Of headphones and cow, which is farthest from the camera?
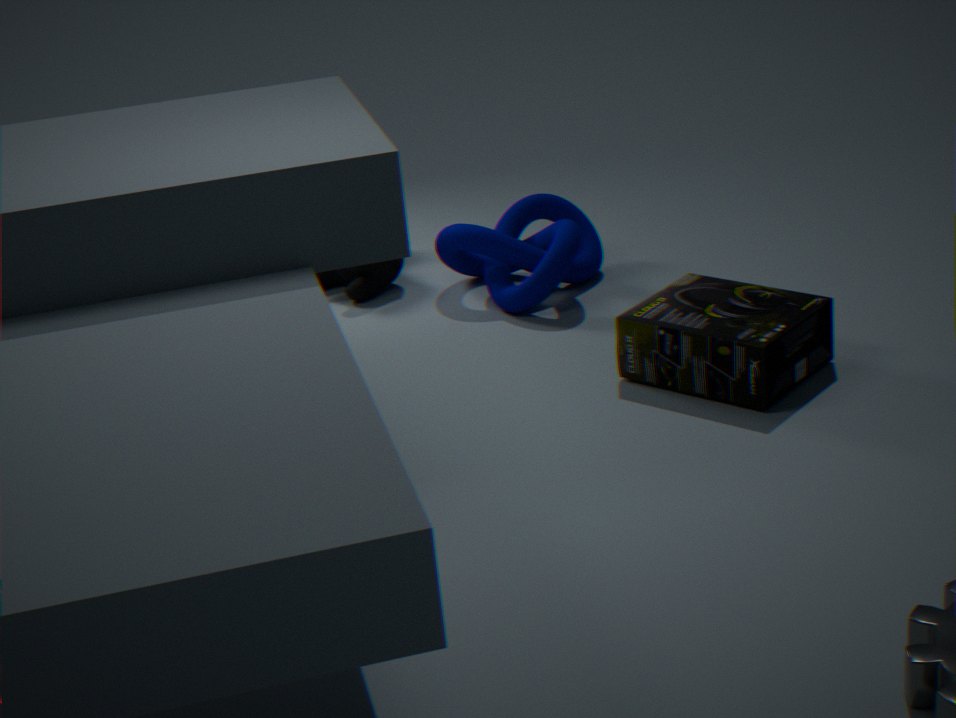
cow
